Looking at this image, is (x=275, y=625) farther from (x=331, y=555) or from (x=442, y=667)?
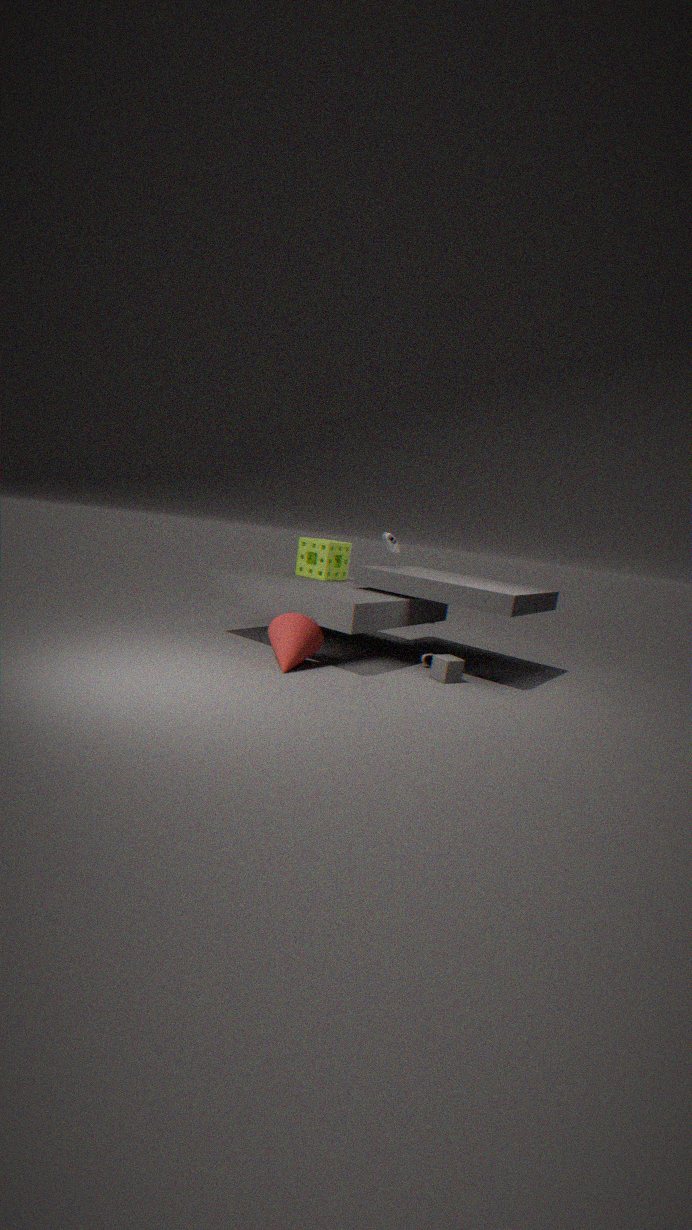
(x=331, y=555)
